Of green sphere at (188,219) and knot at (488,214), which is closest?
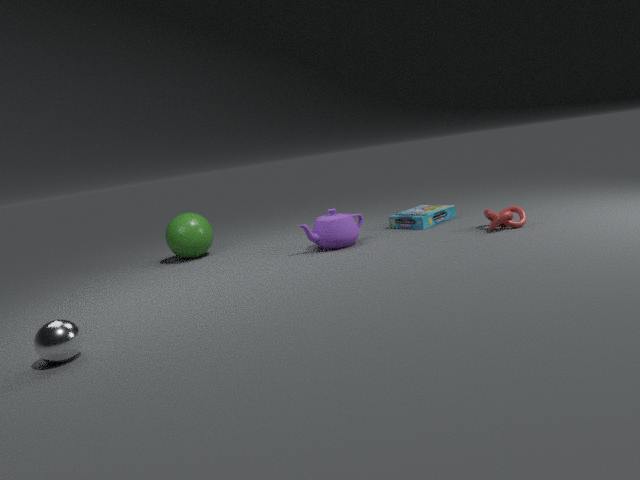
knot at (488,214)
